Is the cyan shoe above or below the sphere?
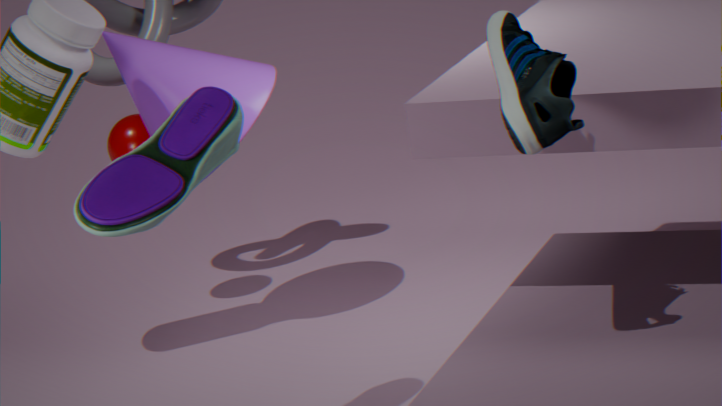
above
